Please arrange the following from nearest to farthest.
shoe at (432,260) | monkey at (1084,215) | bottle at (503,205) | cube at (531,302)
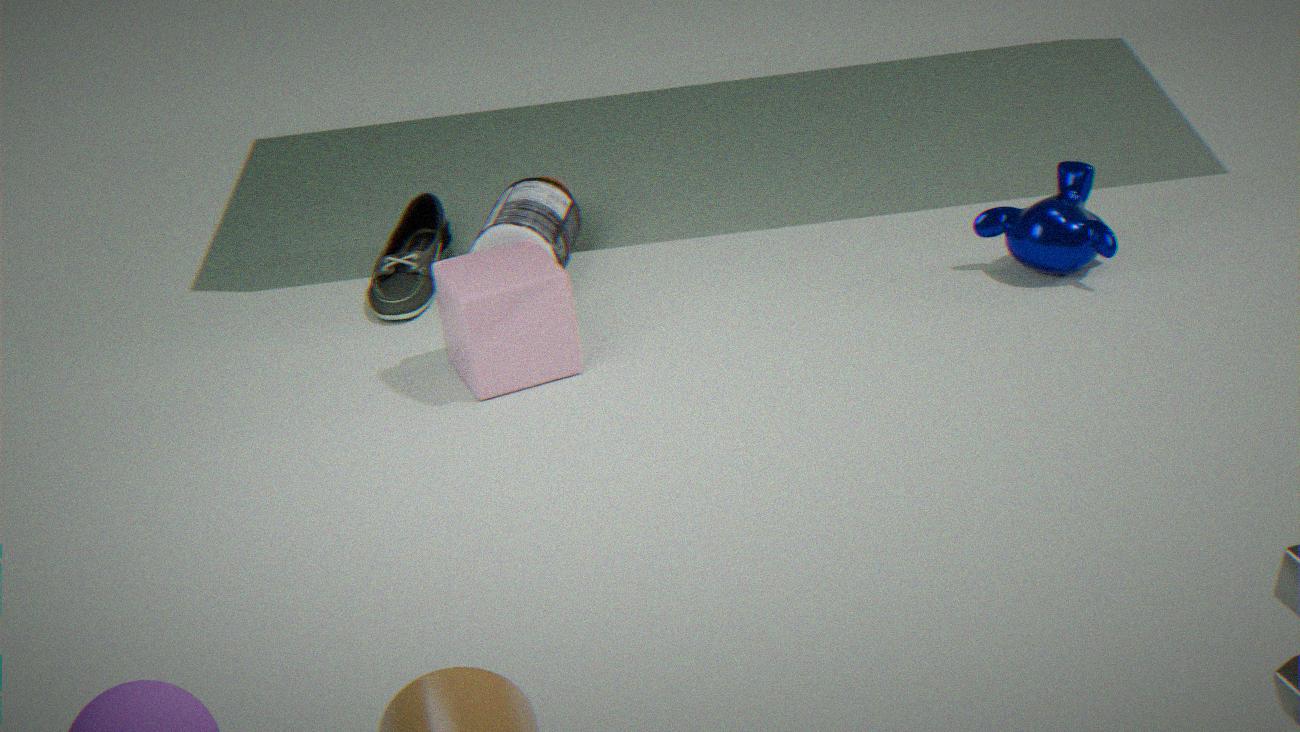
cube at (531,302)
monkey at (1084,215)
bottle at (503,205)
shoe at (432,260)
